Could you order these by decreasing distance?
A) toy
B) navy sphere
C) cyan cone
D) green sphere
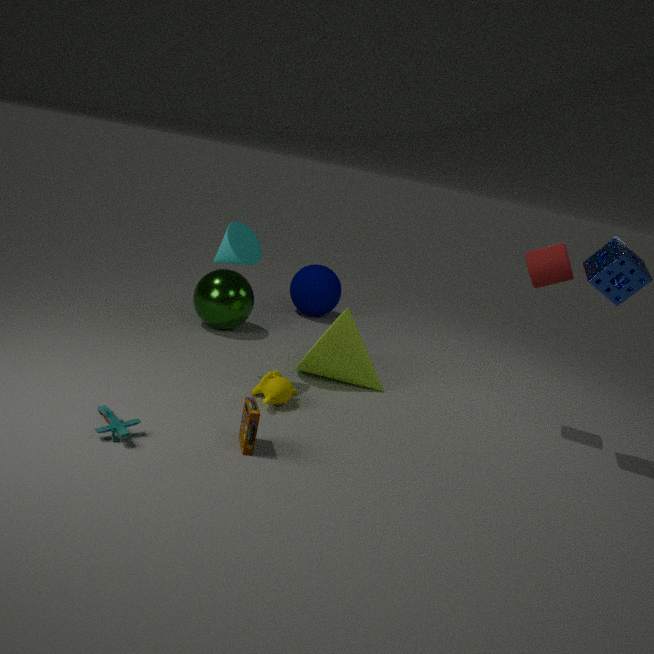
navy sphere
green sphere
cyan cone
toy
